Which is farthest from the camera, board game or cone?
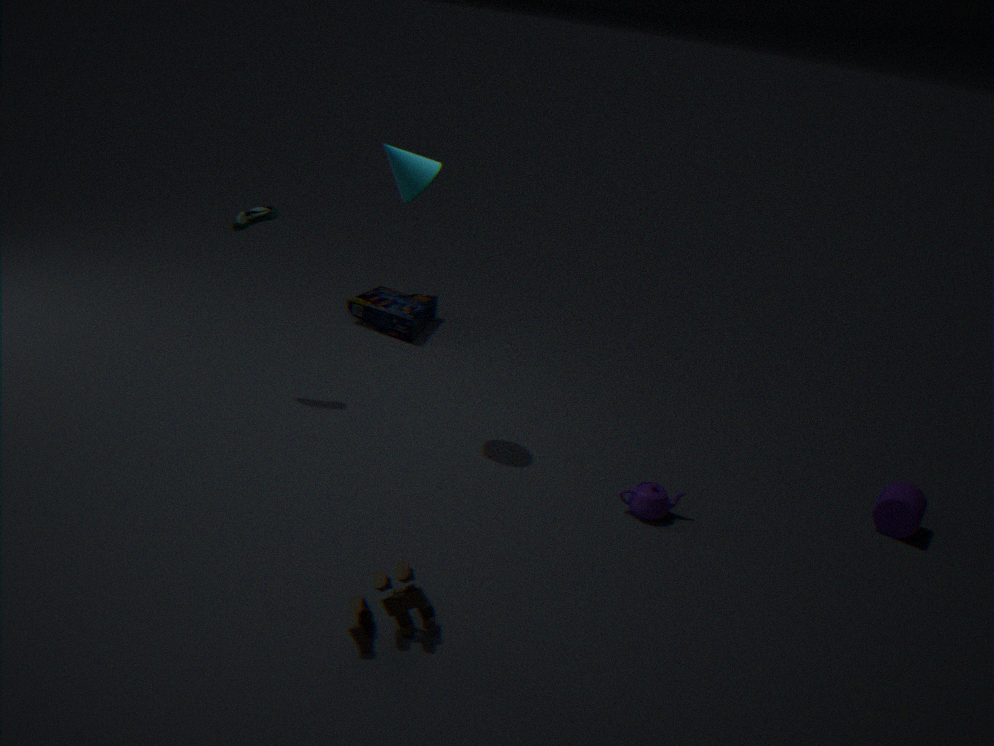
board game
